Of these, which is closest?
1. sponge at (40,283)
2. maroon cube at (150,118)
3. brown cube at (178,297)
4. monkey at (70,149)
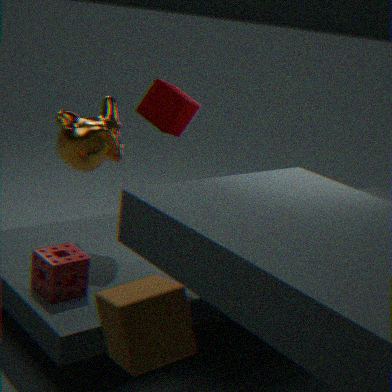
brown cube at (178,297)
